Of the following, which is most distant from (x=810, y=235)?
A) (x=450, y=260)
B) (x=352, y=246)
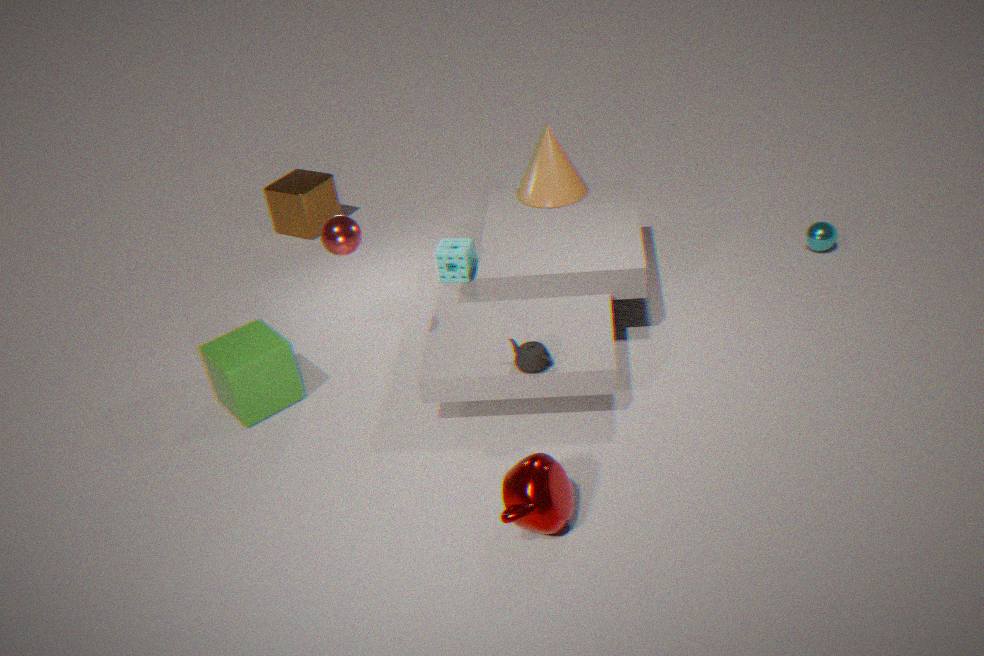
(x=352, y=246)
